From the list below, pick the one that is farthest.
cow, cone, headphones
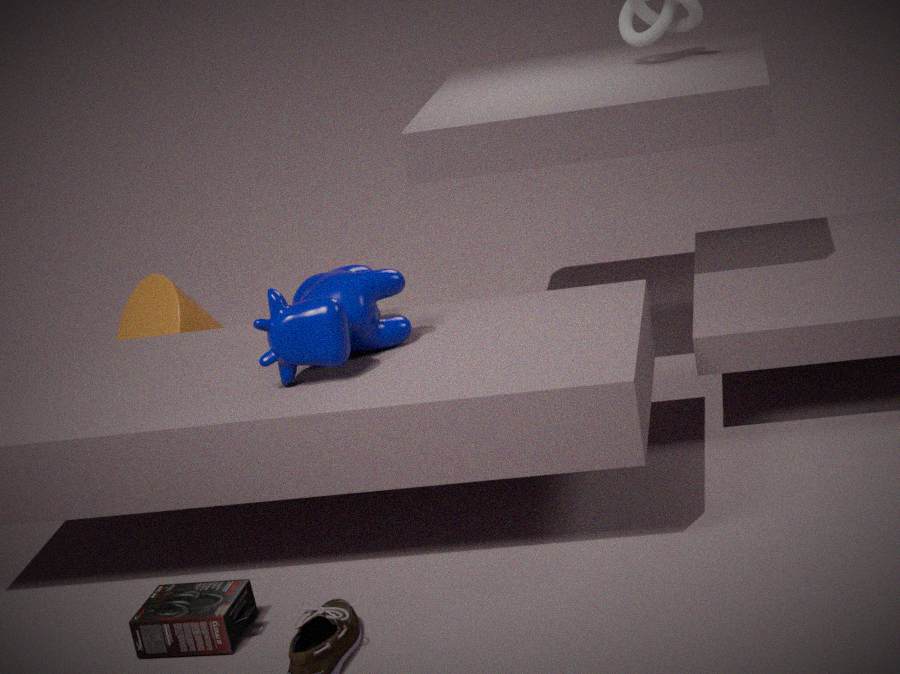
cone
